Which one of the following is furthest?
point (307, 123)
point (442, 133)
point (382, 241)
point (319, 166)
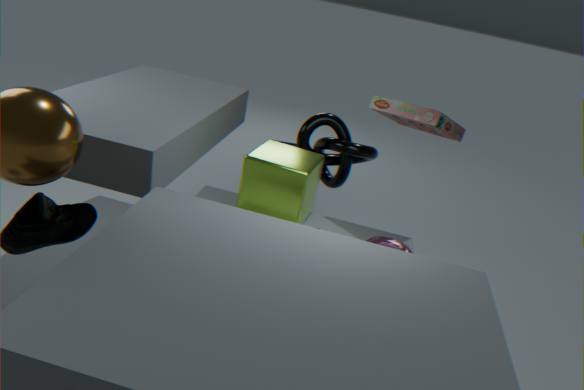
point (307, 123)
